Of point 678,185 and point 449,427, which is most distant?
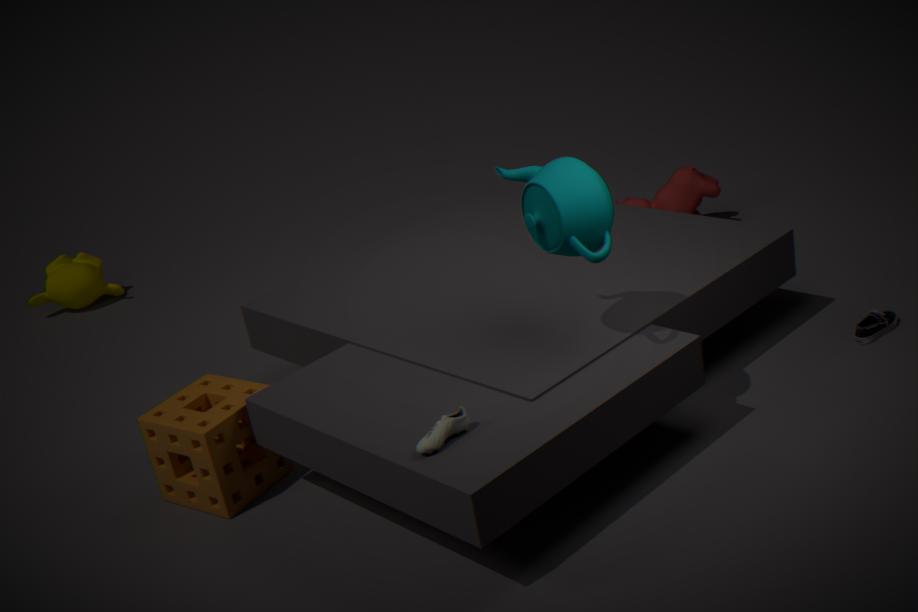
point 678,185
